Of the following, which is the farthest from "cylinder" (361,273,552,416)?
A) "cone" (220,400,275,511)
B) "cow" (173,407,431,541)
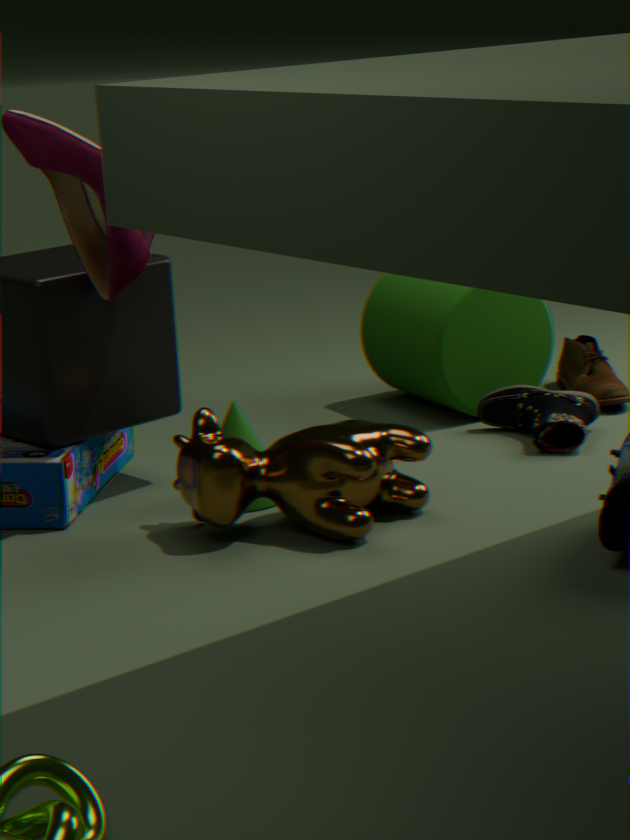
"cone" (220,400,275,511)
